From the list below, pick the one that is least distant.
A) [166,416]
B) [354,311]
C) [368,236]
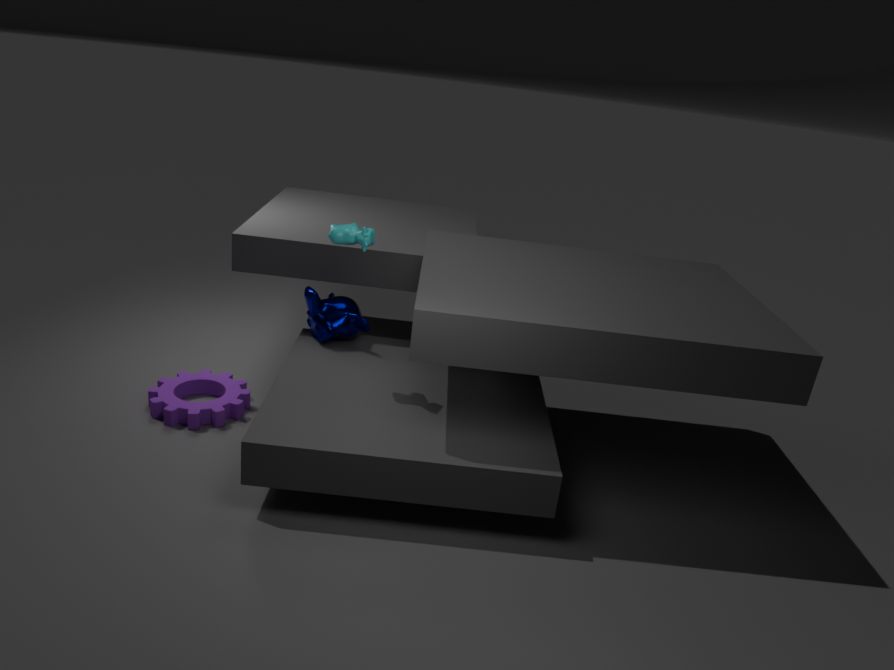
[368,236]
